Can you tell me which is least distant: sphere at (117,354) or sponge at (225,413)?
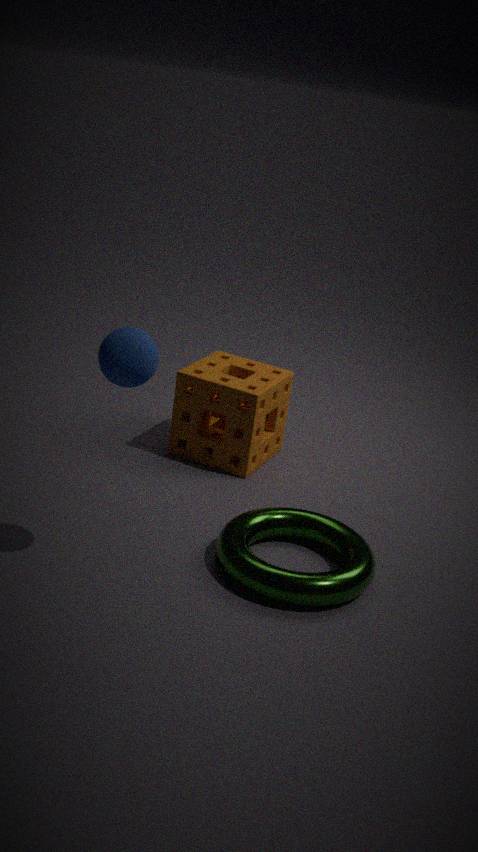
→ sphere at (117,354)
